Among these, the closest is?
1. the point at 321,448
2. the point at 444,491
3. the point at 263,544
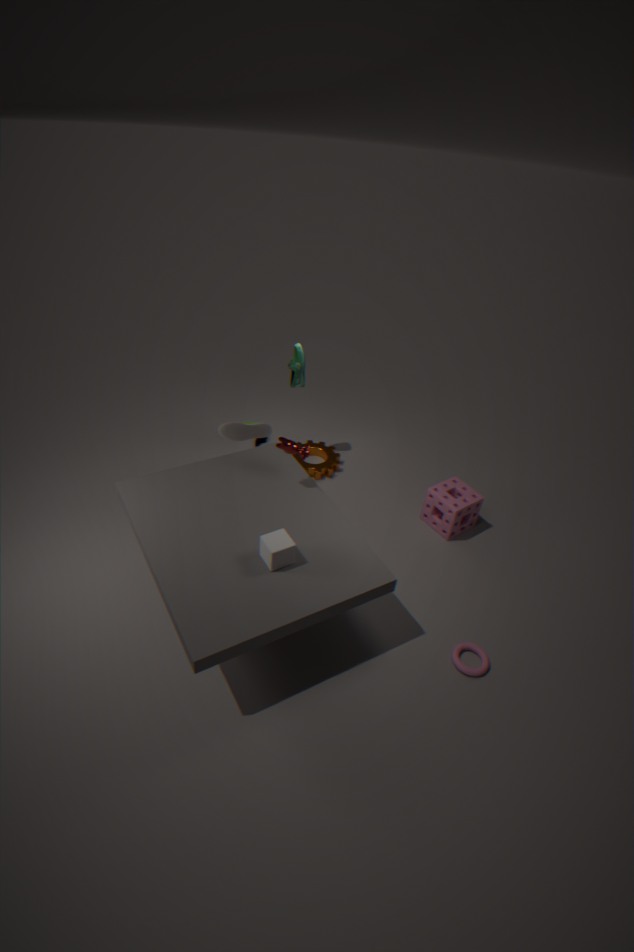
the point at 263,544
